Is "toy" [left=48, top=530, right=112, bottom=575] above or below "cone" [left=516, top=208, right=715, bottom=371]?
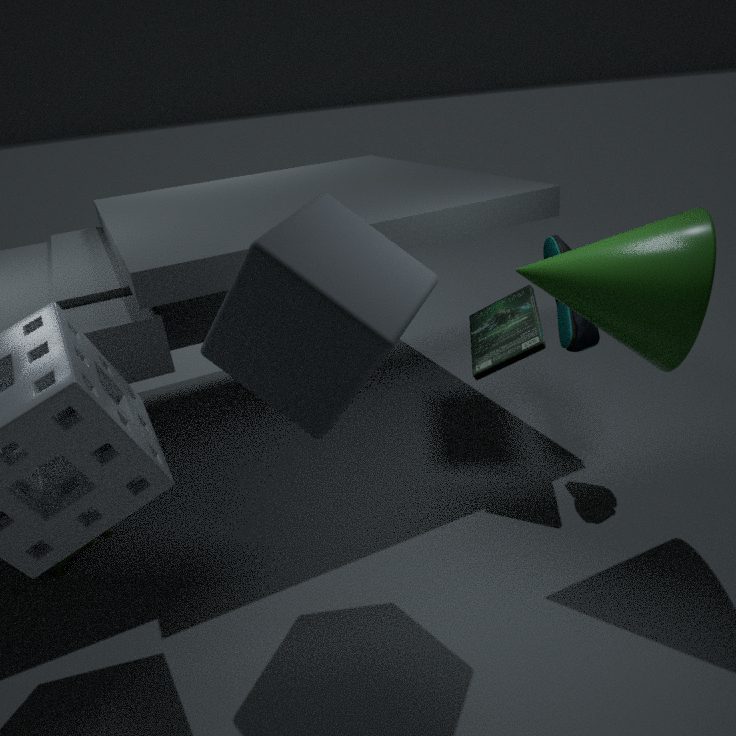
below
